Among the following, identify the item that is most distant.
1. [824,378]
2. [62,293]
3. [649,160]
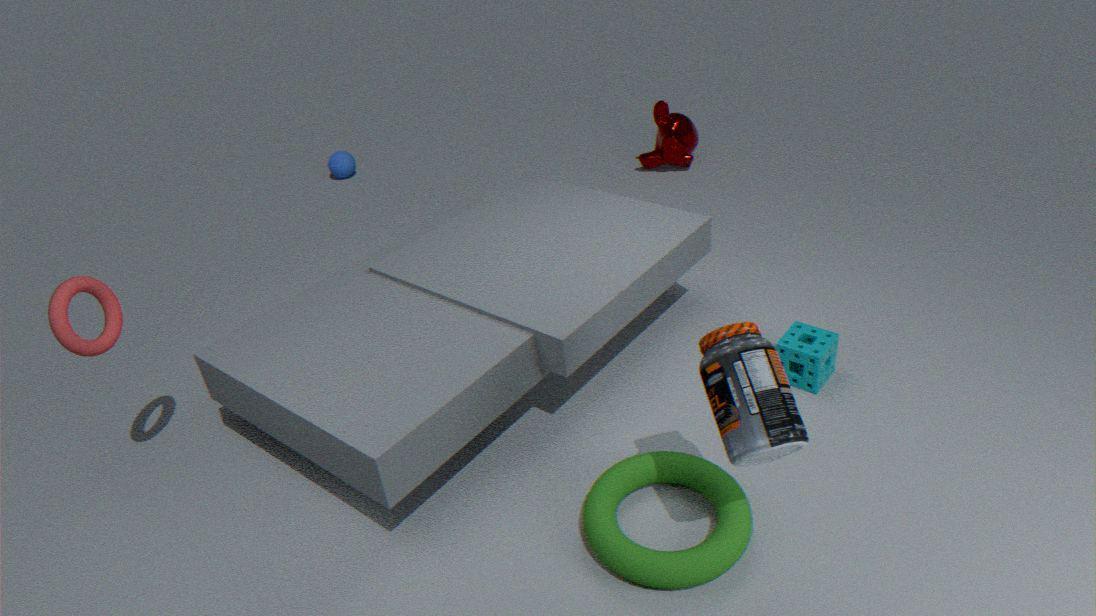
[649,160]
